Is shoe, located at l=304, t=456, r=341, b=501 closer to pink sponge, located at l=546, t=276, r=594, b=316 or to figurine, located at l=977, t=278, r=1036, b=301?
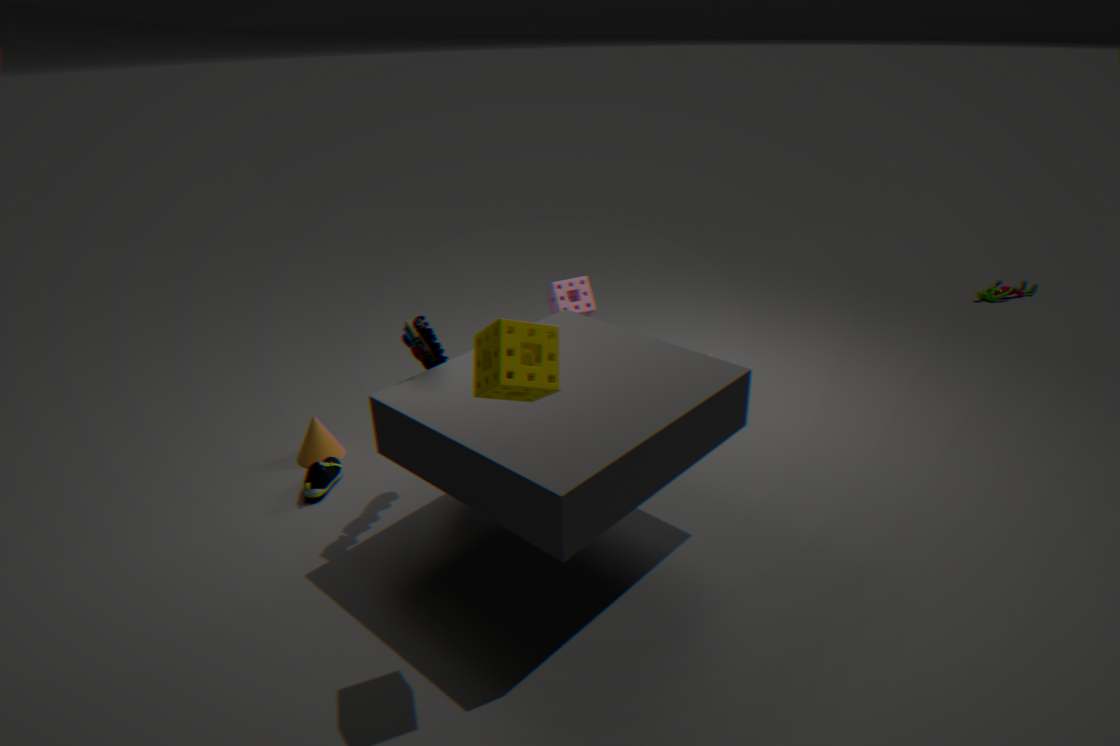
pink sponge, located at l=546, t=276, r=594, b=316
